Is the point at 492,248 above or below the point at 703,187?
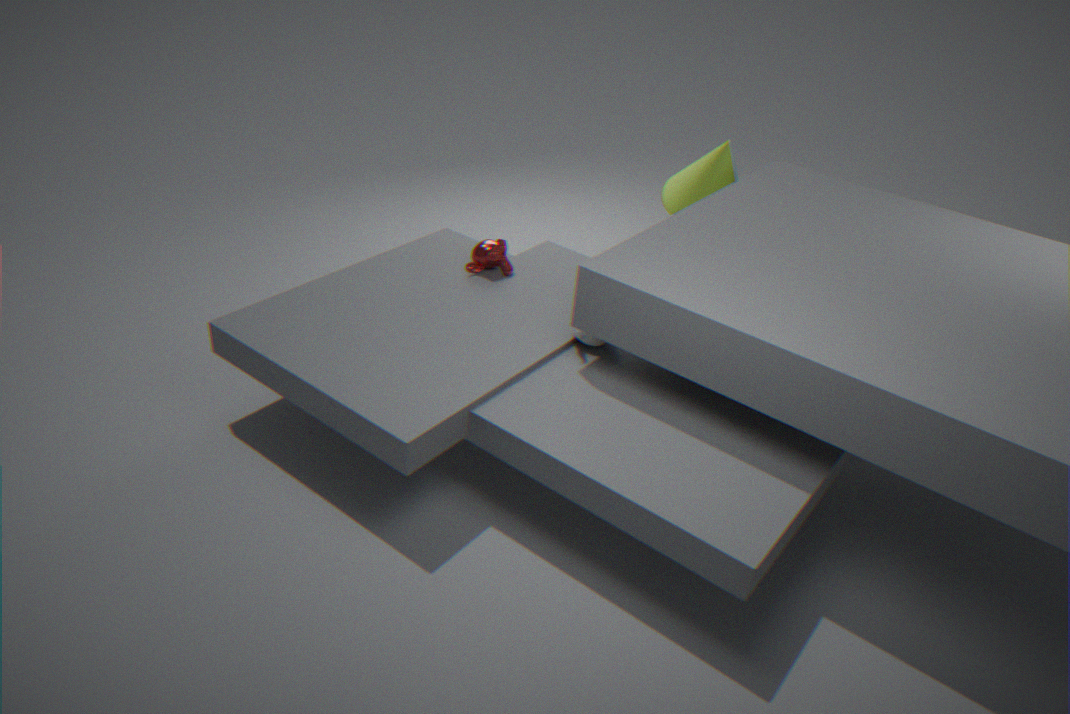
below
